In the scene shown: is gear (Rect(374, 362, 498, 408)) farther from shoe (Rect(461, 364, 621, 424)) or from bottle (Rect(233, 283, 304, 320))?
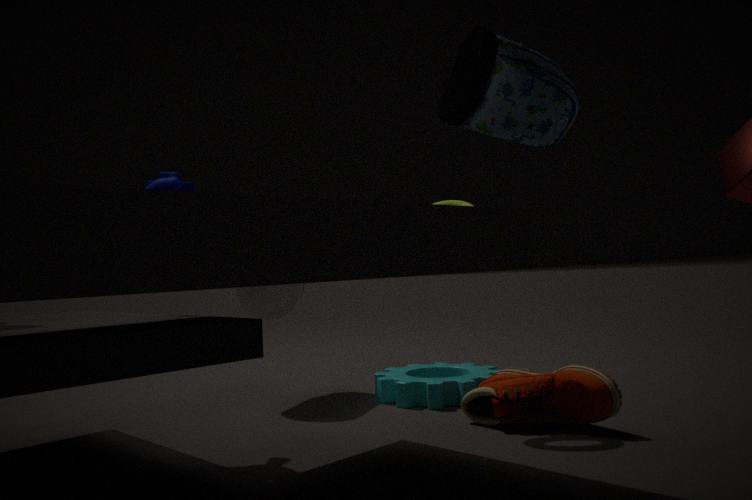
bottle (Rect(233, 283, 304, 320))
